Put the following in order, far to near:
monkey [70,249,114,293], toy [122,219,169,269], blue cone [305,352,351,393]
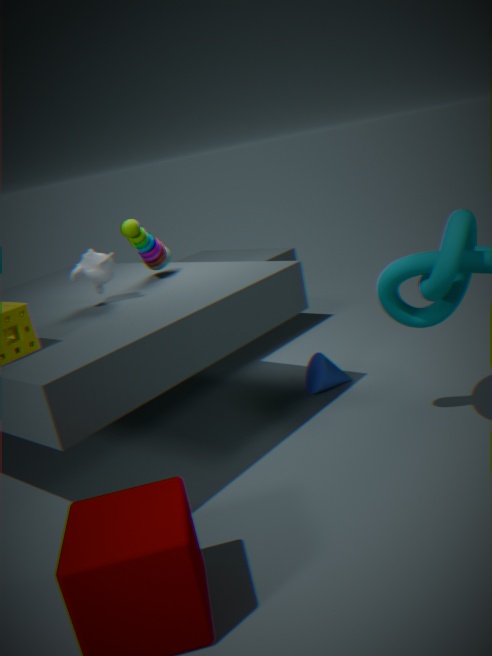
1. blue cone [305,352,351,393]
2. toy [122,219,169,269]
3. monkey [70,249,114,293]
